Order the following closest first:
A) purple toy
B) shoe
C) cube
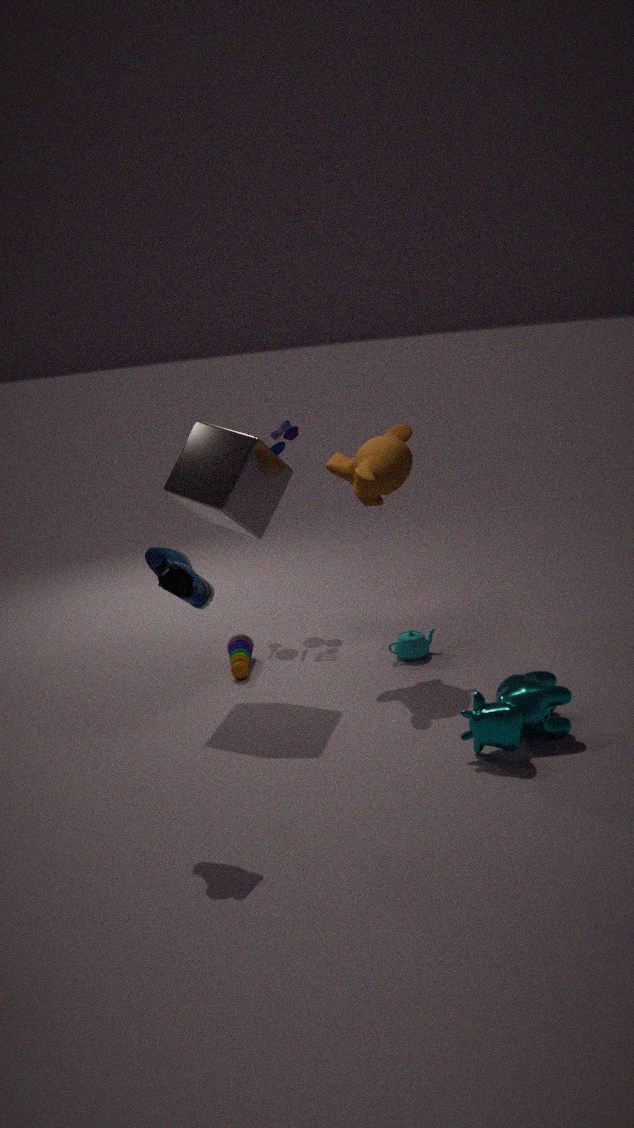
shoe, cube, purple toy
